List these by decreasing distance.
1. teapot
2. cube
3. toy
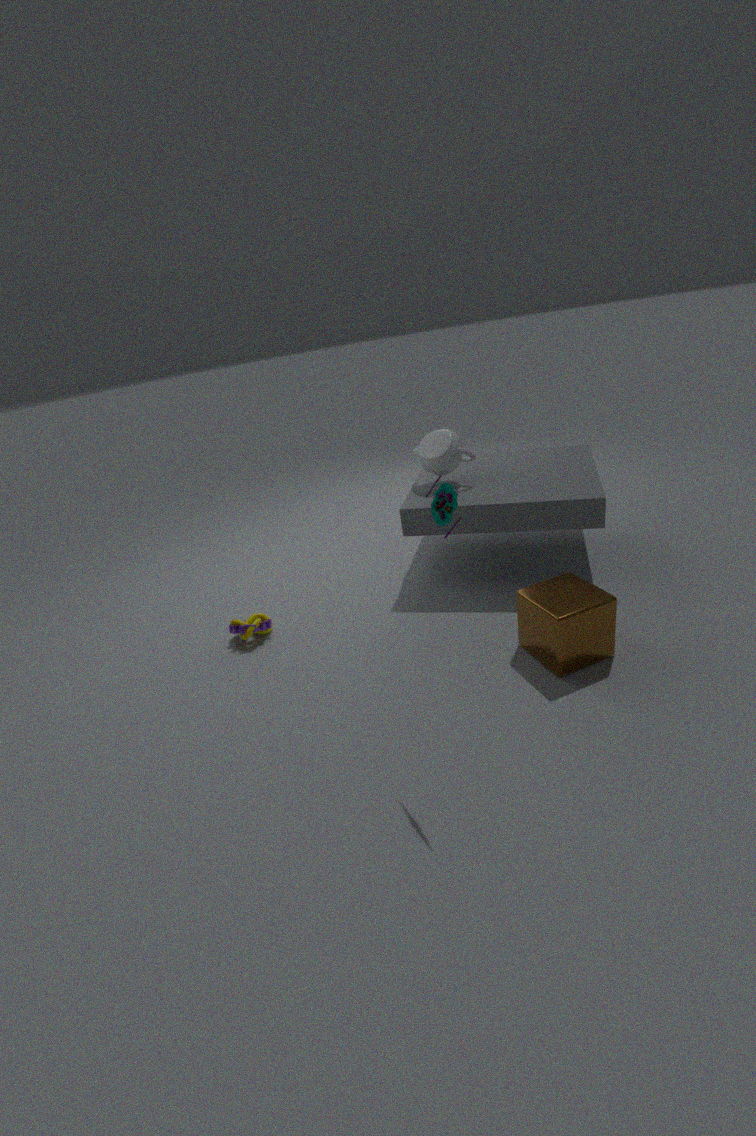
teapot, cube, toy
